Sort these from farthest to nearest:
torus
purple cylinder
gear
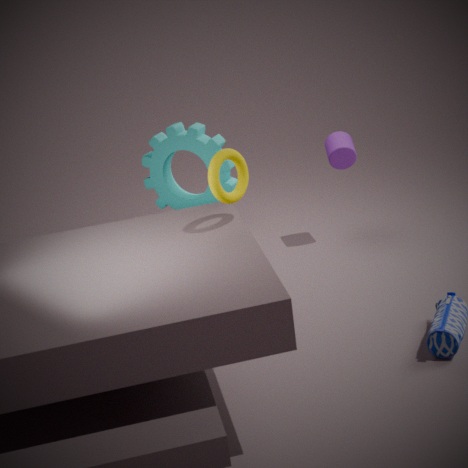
purple cylinder → gear → torus
